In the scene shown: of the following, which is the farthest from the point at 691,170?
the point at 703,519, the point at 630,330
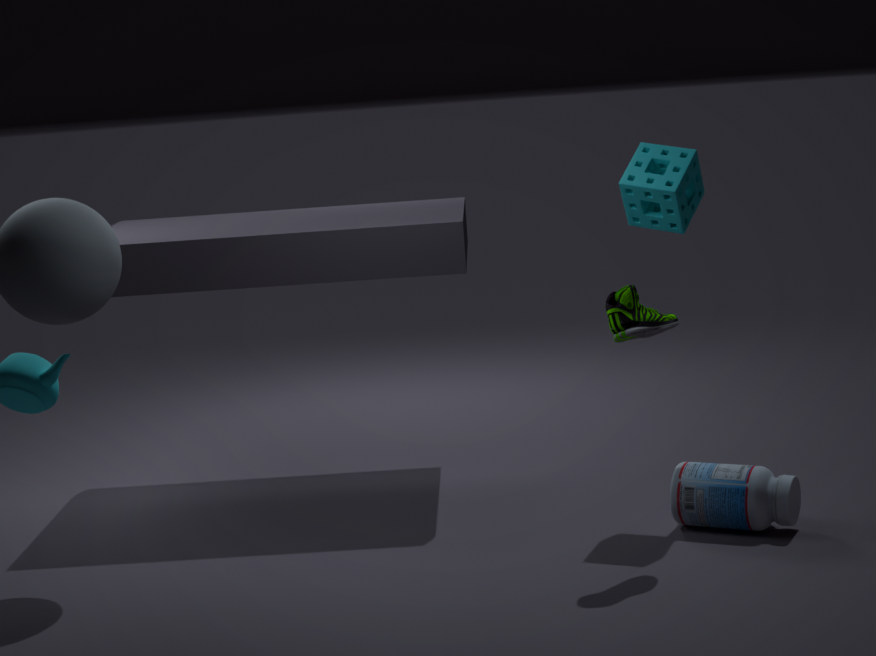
the point at 703,519
